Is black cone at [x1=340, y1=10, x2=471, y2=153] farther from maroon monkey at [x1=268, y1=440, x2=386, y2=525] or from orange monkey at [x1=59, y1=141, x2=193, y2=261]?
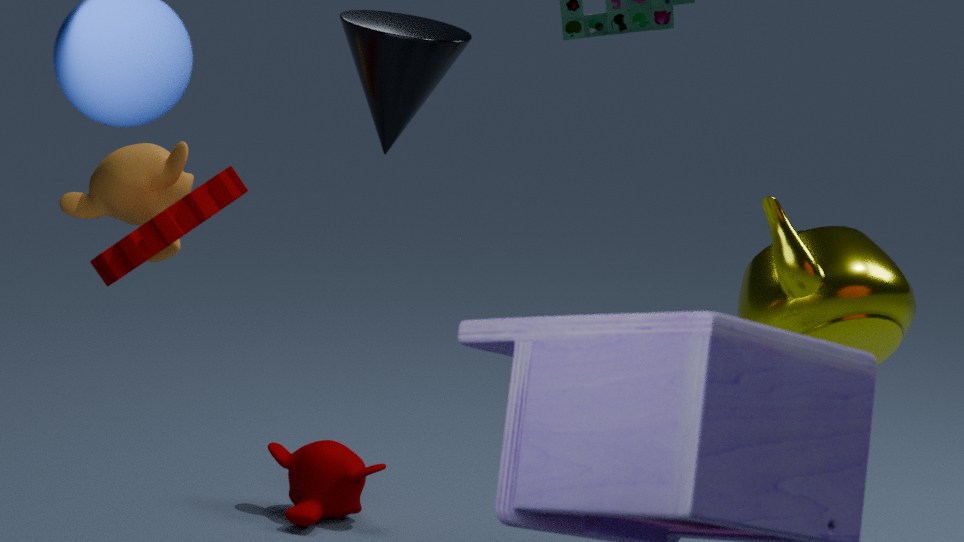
maroon monkey at [x1=268, y1=440, x2=386, y2=525]
